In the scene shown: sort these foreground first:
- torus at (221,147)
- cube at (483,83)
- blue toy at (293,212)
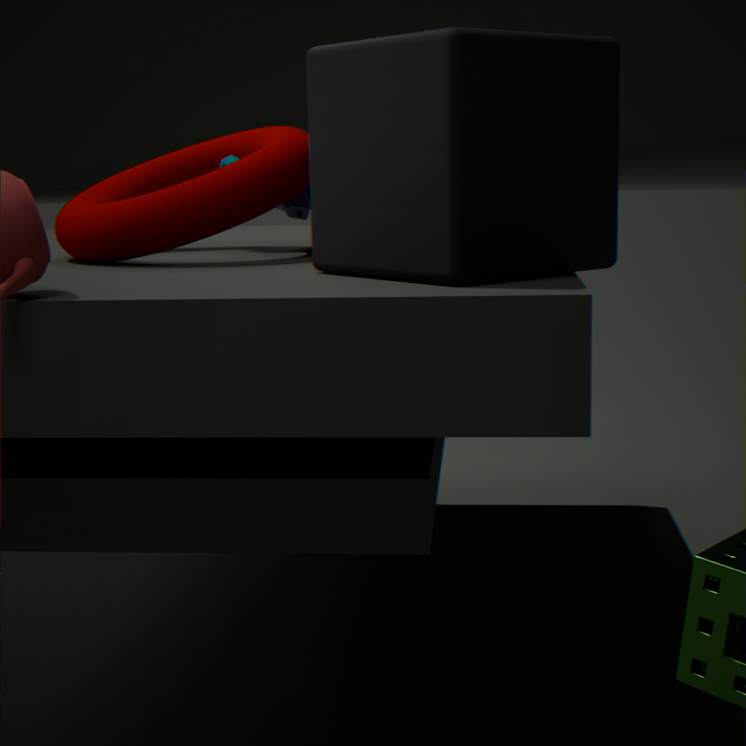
cube at (483,83) < torus at (221,147) < blue toy at (293,212)
